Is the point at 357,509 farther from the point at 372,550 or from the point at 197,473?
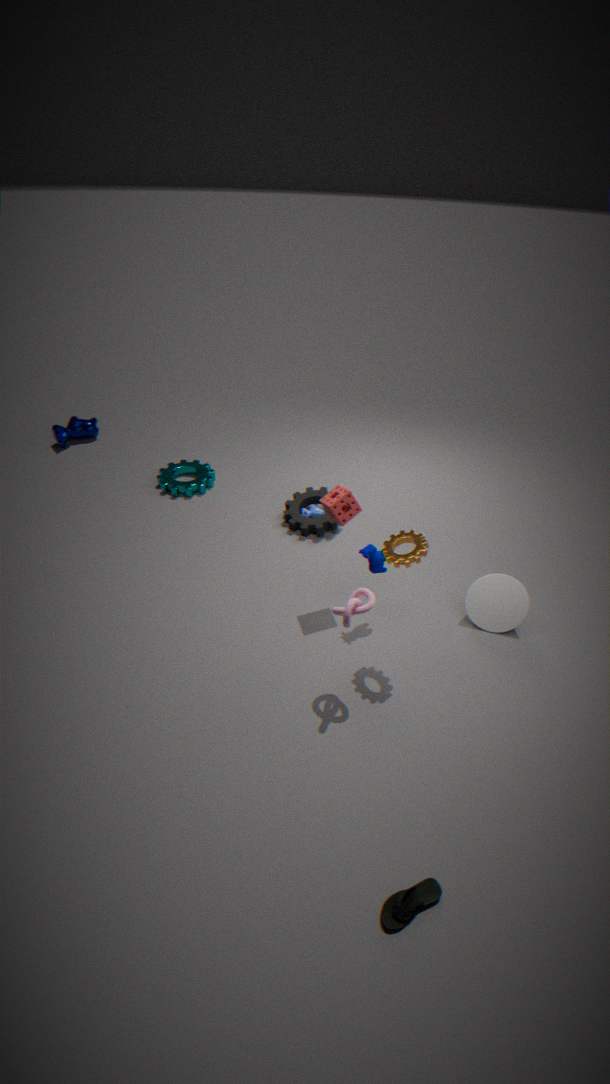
the point at 197,473
